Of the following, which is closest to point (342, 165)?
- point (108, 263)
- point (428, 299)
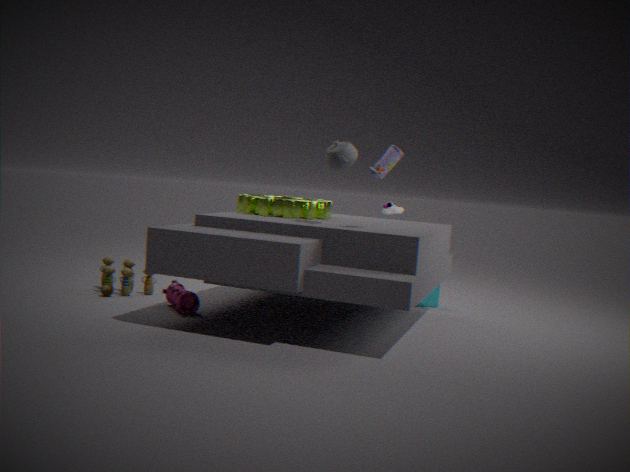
point (428, 299)
